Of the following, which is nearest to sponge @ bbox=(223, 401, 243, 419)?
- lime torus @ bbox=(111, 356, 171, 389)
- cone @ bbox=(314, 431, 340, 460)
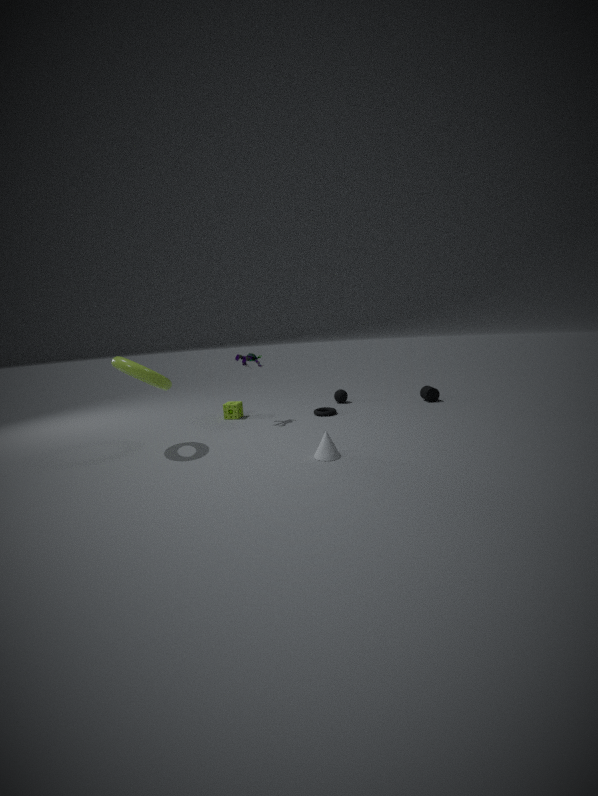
lime torus @ bbox=(111, 356, 171, 389)
